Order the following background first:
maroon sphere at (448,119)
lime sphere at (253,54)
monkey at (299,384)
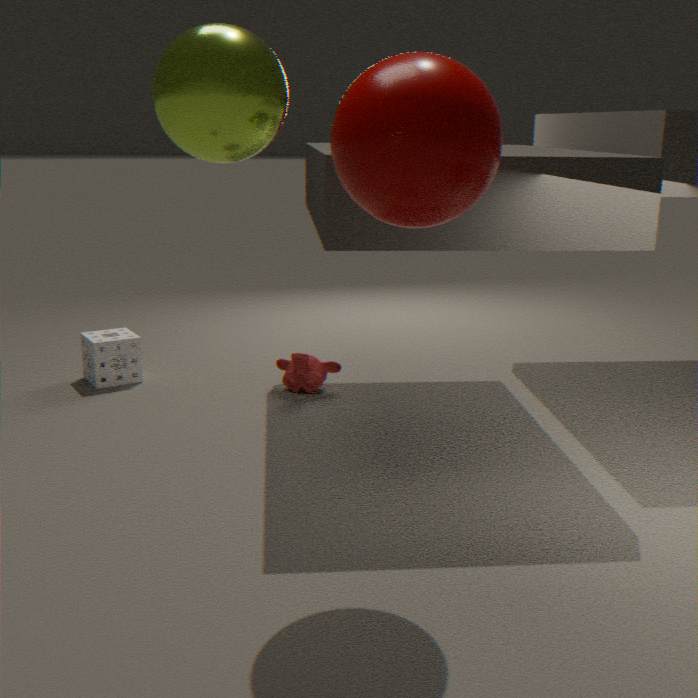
monkey at (299,384)
maroon sphere at (448,119)
lime sphere at (253,54)
